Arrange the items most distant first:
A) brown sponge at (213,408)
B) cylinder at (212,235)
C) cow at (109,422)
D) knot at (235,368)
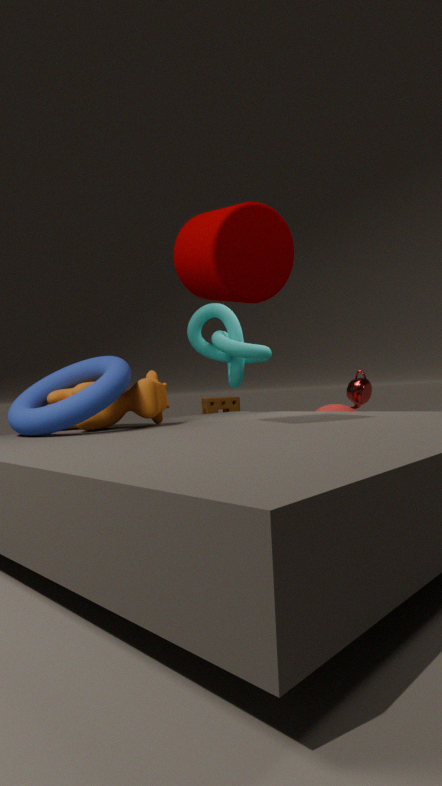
A. brown sponge at (213,408) < D. knot at (235,368) < C. cow at (109,422) < B. cylinder at (212,235)
